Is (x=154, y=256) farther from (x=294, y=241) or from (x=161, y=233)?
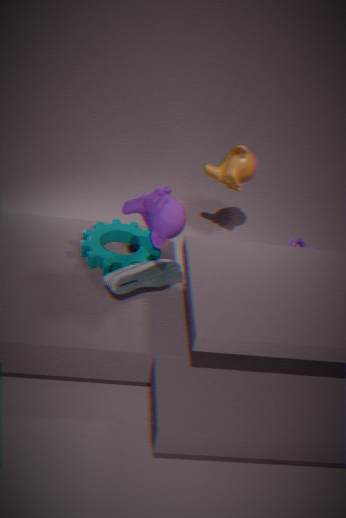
(x=294, y=241)
